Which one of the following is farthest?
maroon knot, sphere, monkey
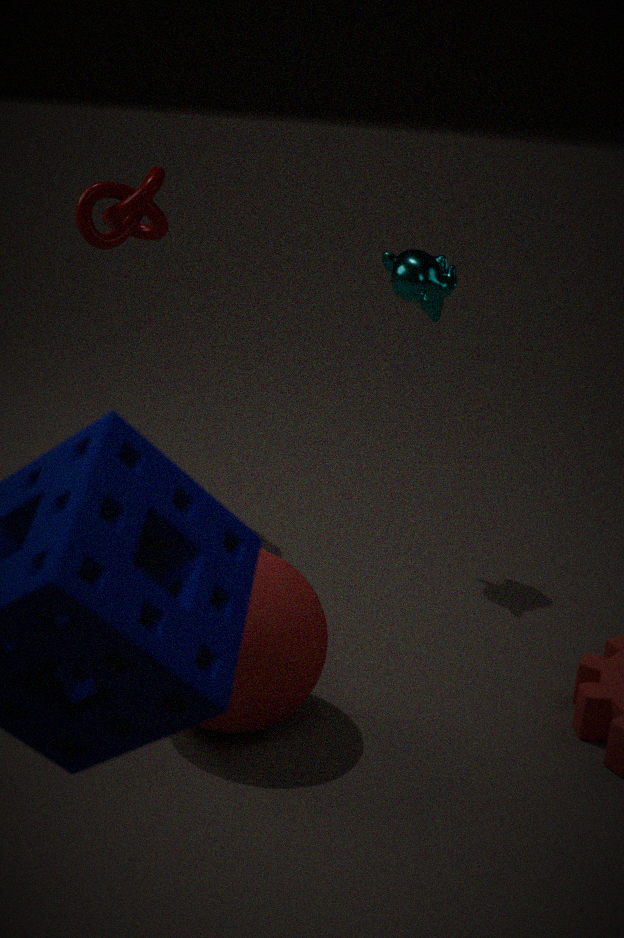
maroon knot
